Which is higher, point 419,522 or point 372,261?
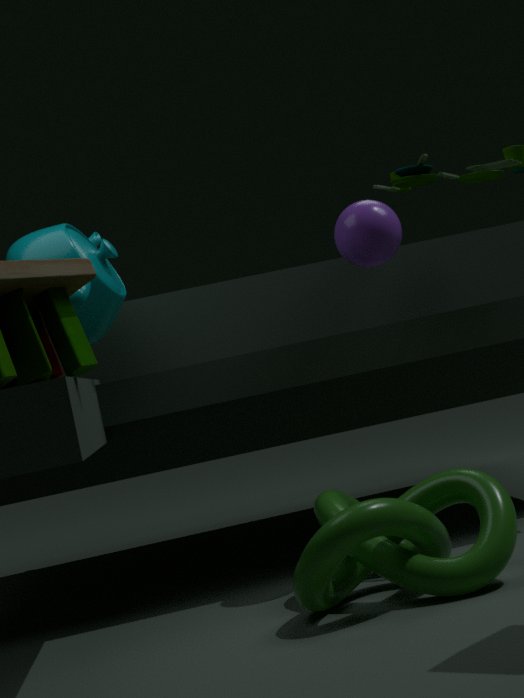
point 372,261
